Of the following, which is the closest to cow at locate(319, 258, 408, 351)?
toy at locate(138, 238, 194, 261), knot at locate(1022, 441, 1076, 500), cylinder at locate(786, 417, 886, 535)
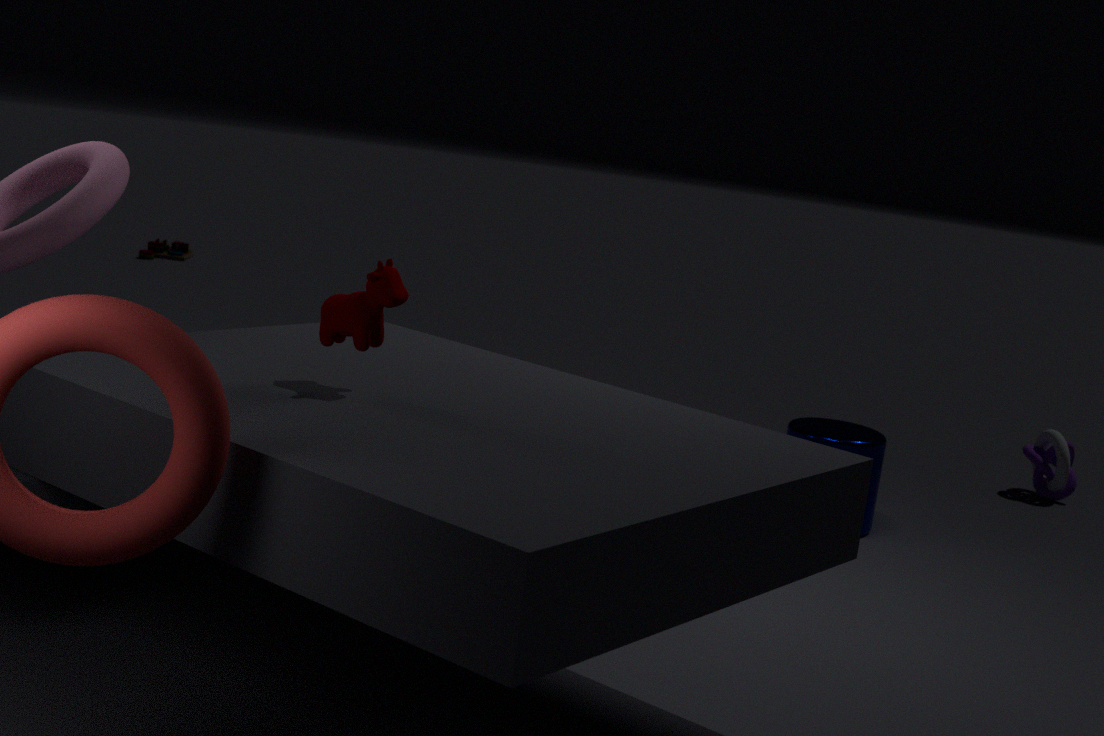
cylinder at locate(786, 417, 886, 535)
